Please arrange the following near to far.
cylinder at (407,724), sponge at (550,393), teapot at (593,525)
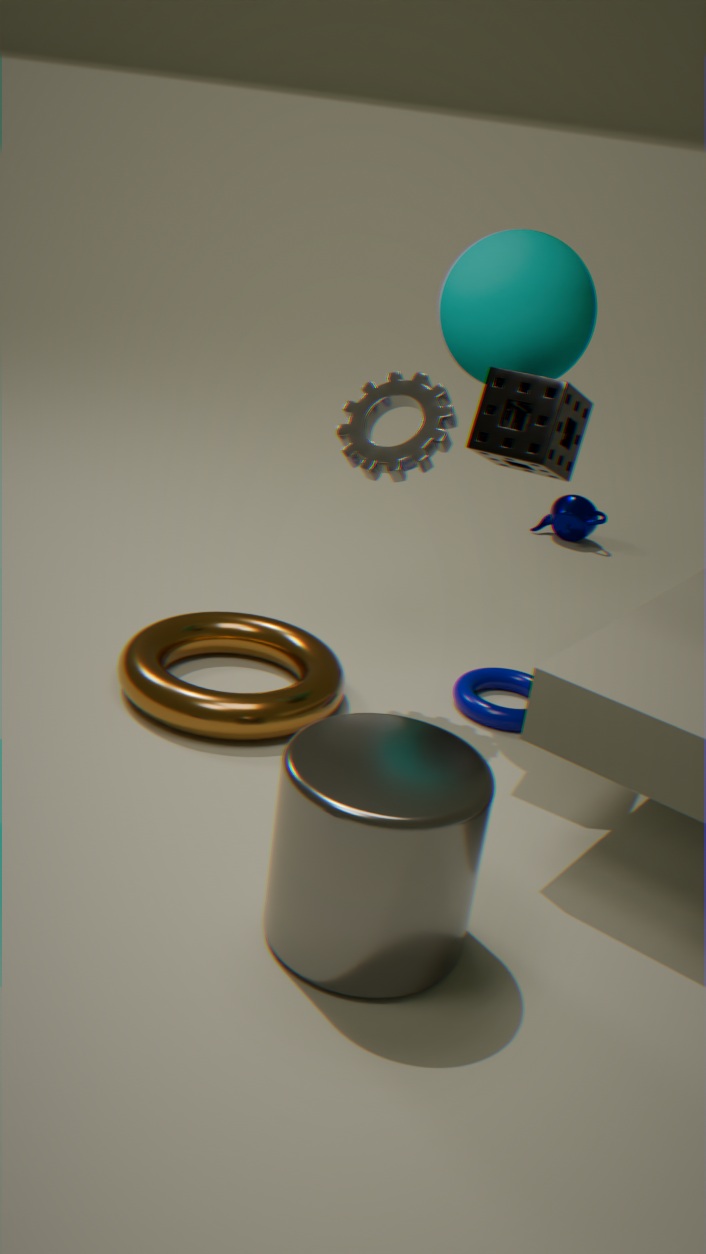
cylinder at (407,724) < sponge at (550,393) < teapot at (593,525)
